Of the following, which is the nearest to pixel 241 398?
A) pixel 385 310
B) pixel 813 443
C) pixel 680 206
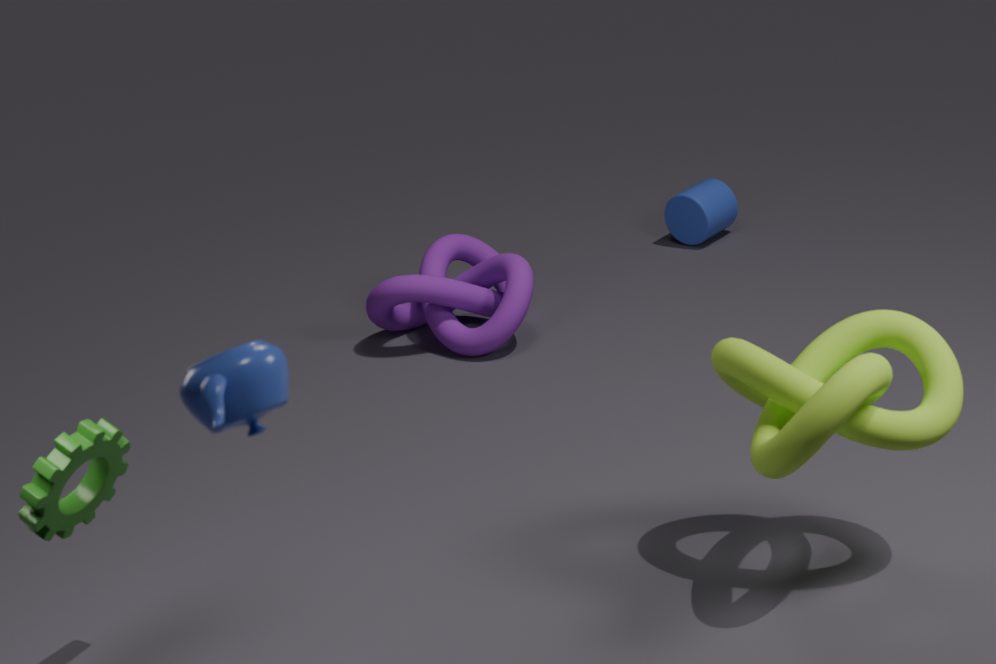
pixel 813 443
